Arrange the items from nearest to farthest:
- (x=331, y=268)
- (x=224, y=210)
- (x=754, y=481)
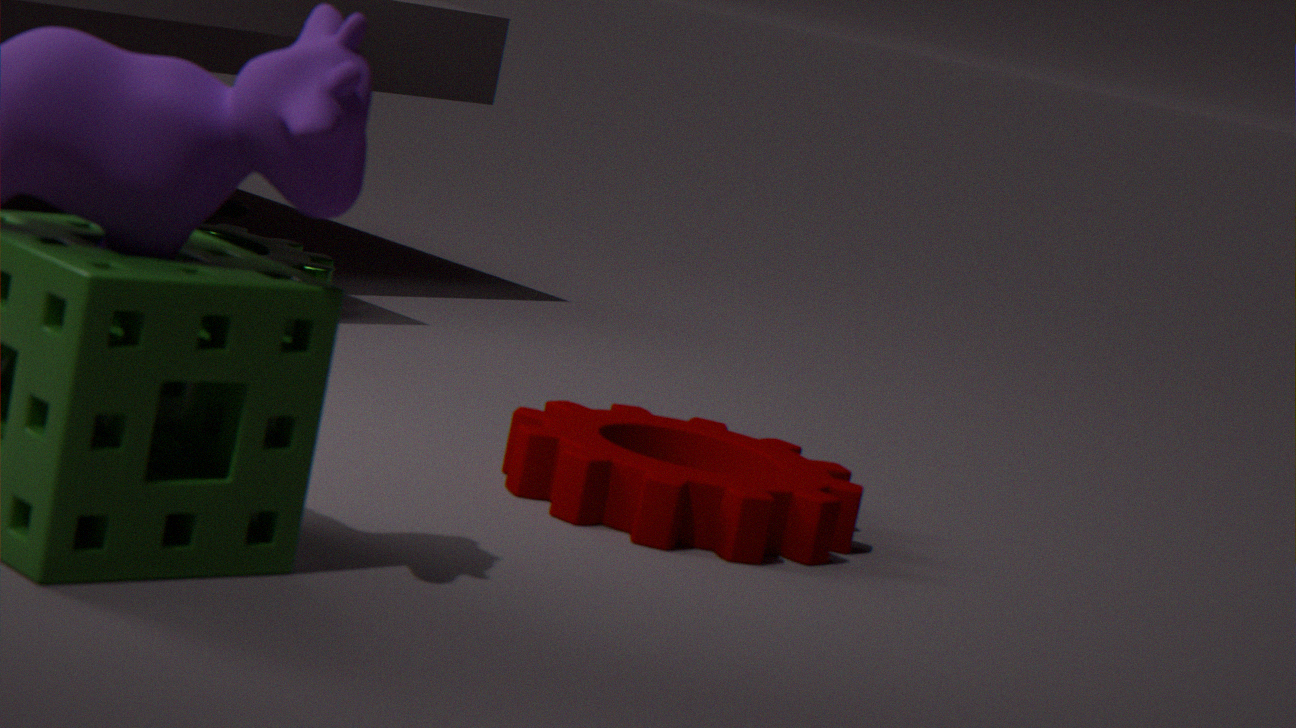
(x=754, y=481) → (x=331, y=268) → (x=224, y=210)
